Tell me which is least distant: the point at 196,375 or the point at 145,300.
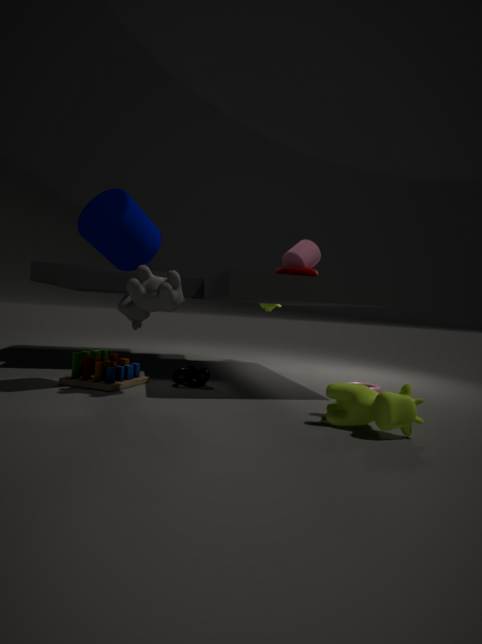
the point at 145,300
